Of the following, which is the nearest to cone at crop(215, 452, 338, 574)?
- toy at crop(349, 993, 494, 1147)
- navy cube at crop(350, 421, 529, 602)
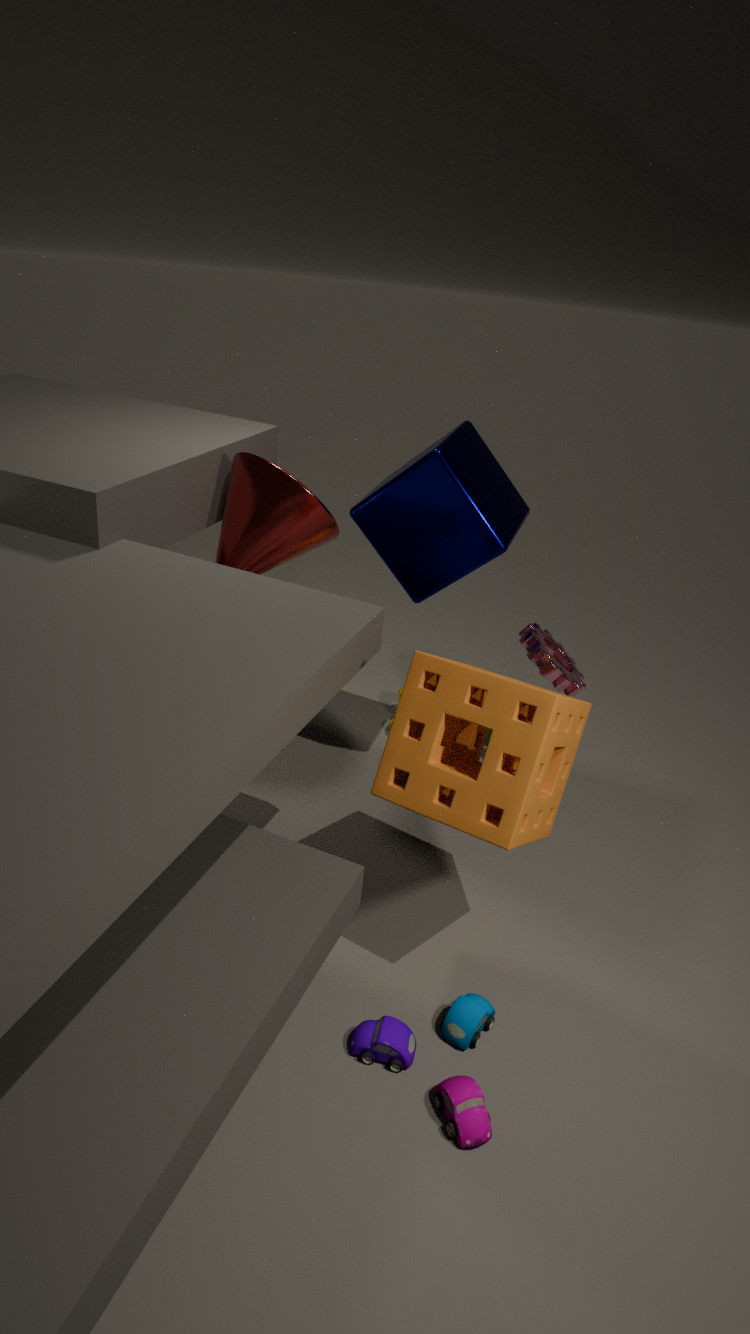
navy cube at crop(350, 421, 529, 602)
